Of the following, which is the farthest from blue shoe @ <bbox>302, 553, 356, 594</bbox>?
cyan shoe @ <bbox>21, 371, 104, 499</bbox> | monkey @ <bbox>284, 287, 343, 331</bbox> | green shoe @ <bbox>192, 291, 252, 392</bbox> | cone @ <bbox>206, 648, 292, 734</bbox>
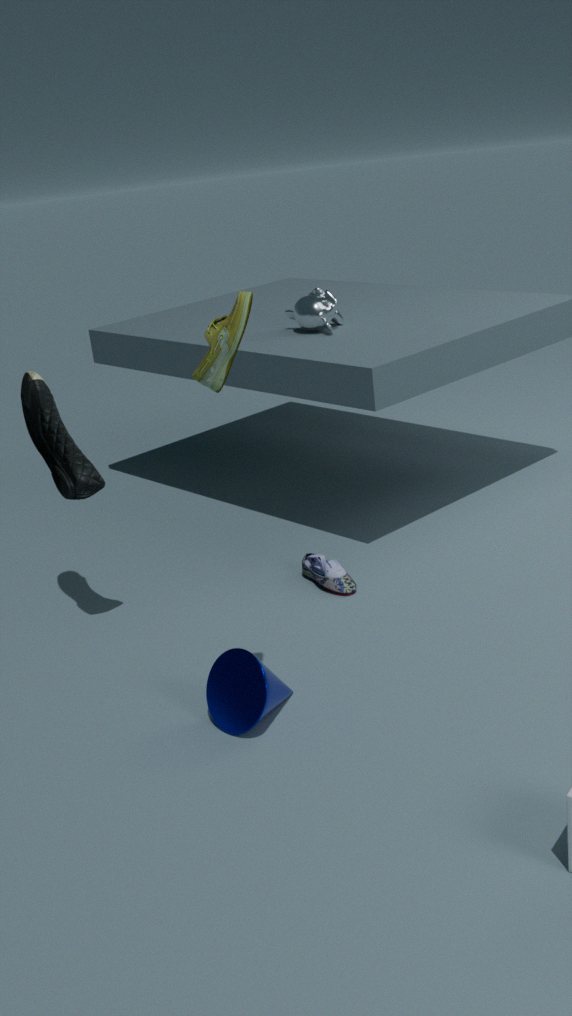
green shoe @ <bbox>192, 291, 252, 392</bbox>
